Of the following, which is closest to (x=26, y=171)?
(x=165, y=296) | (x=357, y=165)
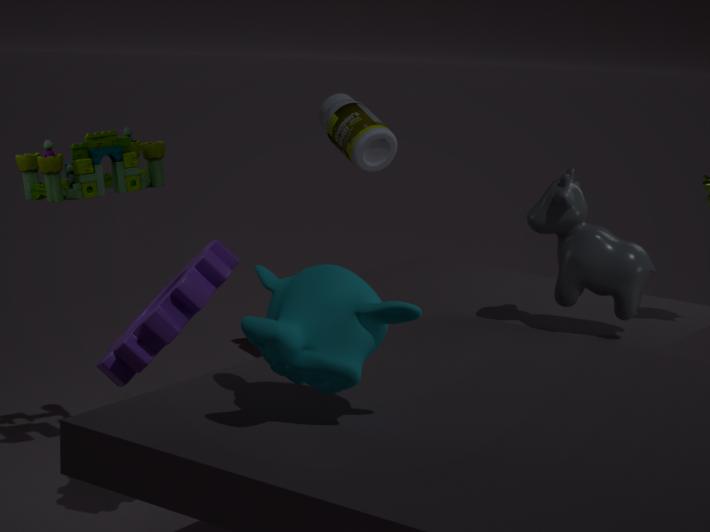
(x=165, y=296)
